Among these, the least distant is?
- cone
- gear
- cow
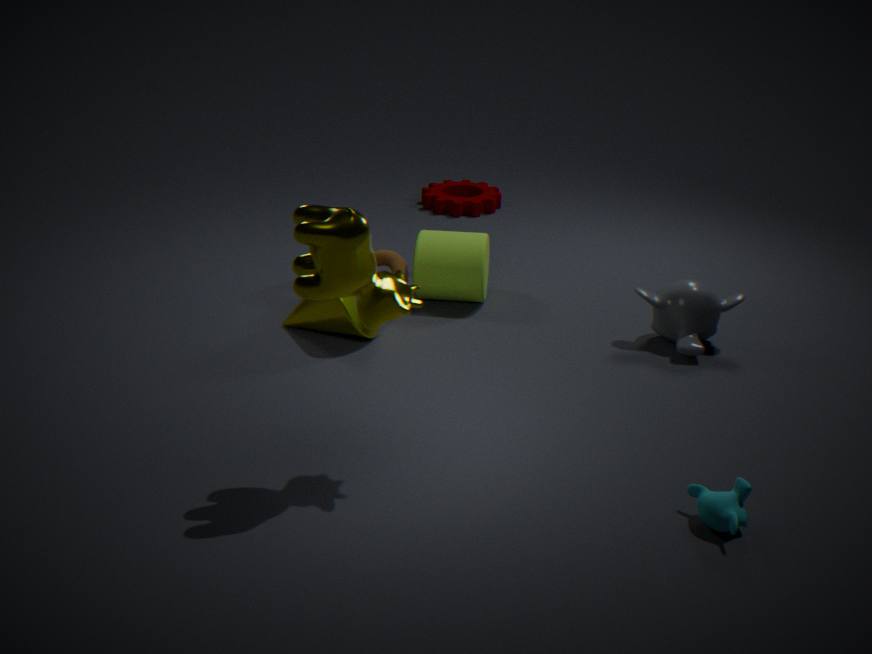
cow
